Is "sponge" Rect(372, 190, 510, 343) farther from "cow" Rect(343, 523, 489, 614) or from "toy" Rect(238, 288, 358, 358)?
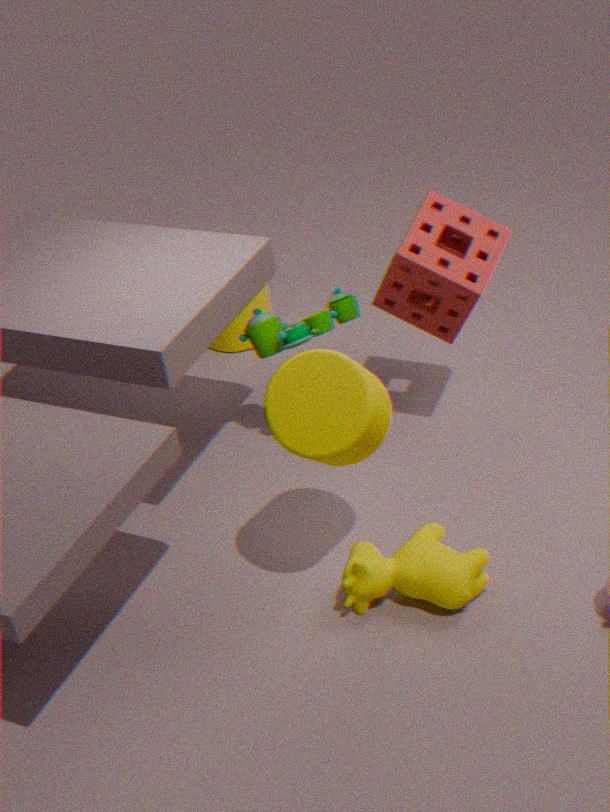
"cow" Rect(343, 523, 489, 614)
